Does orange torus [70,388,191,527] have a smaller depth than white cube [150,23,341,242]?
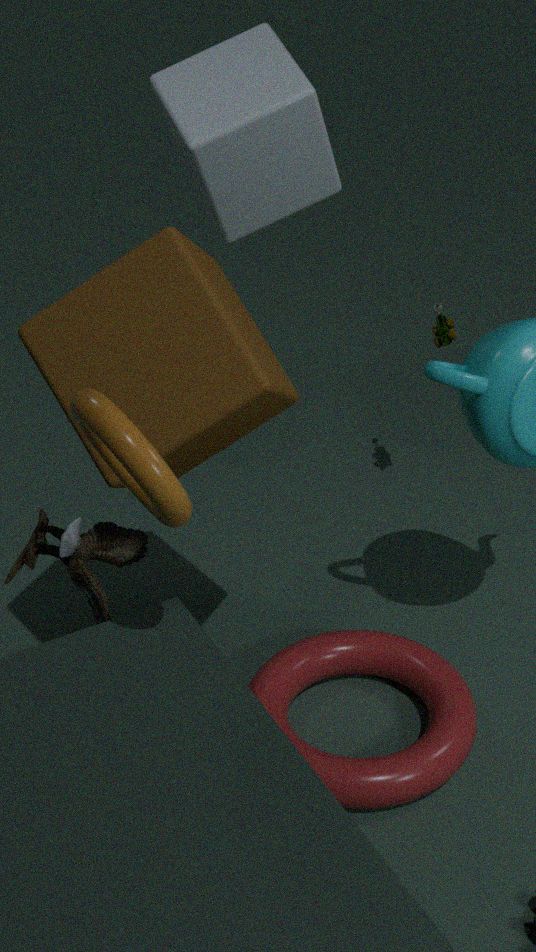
Yes
